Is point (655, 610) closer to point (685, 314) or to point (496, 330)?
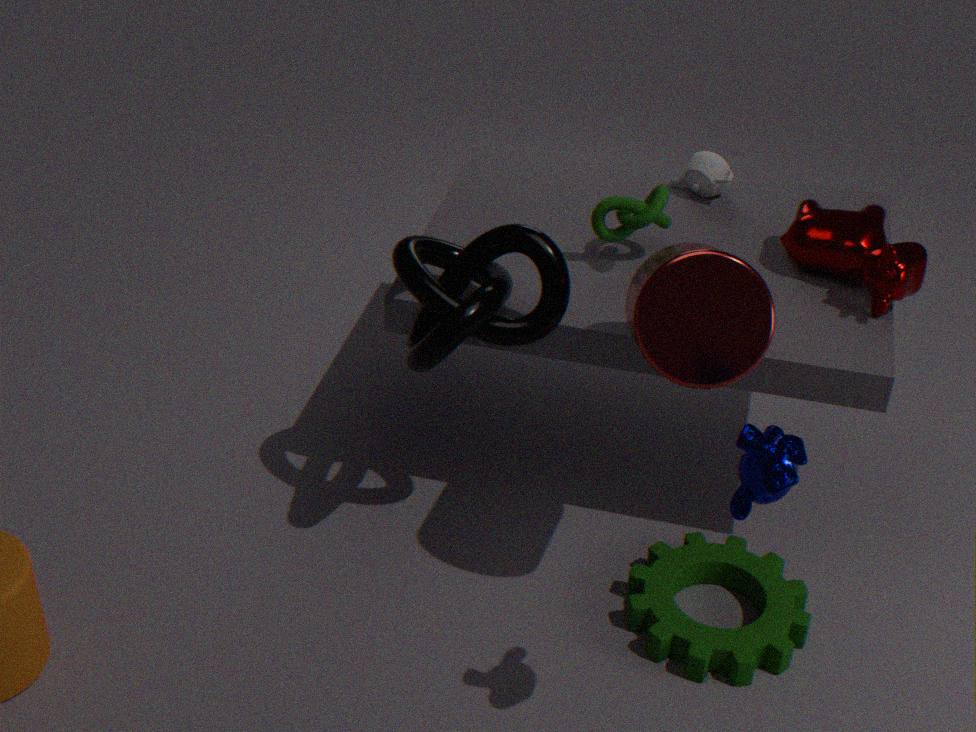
point (685, 314)
